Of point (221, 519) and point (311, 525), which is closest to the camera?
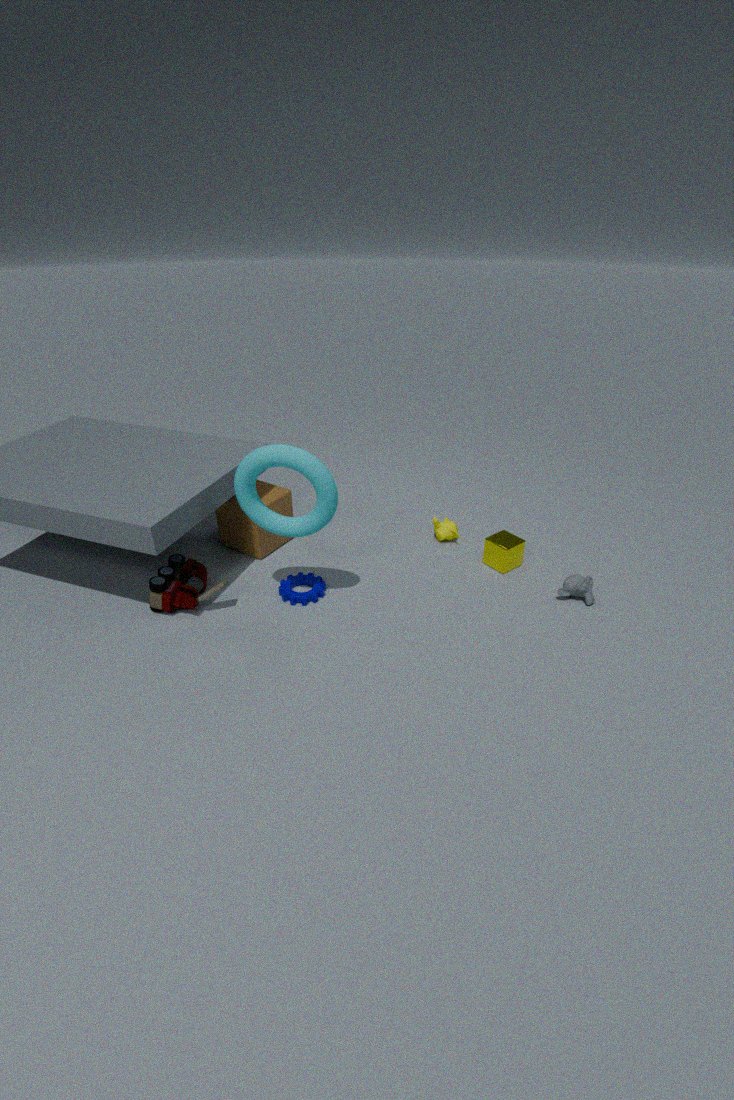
point (311, 525)
